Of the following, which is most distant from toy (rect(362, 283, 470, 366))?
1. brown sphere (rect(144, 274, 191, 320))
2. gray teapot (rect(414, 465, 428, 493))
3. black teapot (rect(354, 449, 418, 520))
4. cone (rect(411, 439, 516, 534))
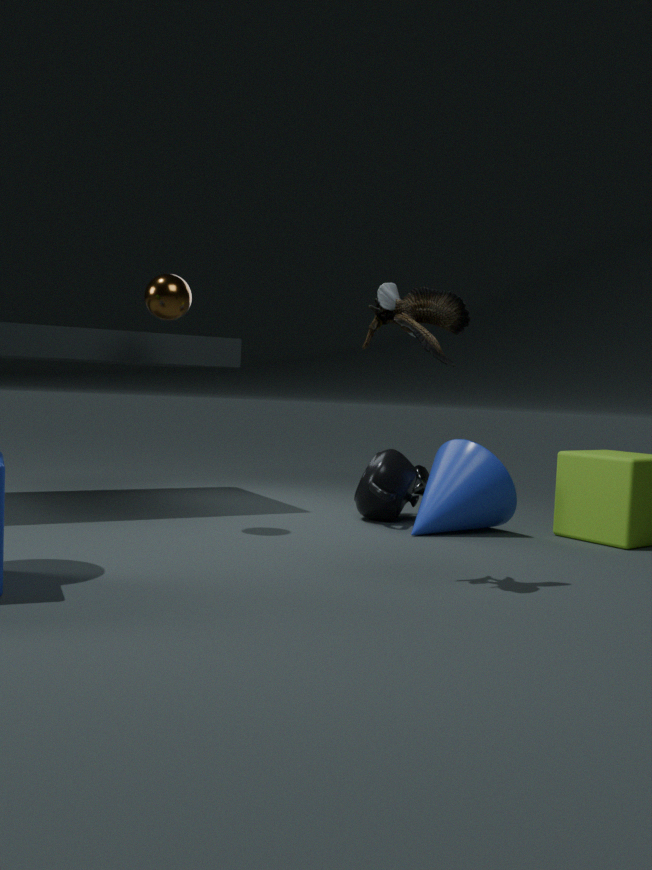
gray teapot (rect(414, 465, 428, 493))
